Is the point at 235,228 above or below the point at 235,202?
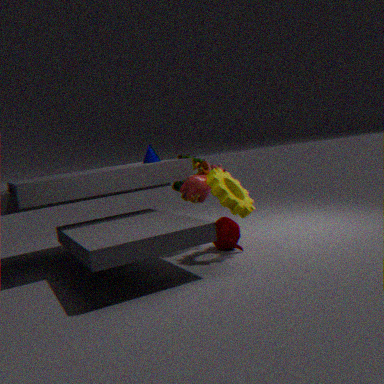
below
